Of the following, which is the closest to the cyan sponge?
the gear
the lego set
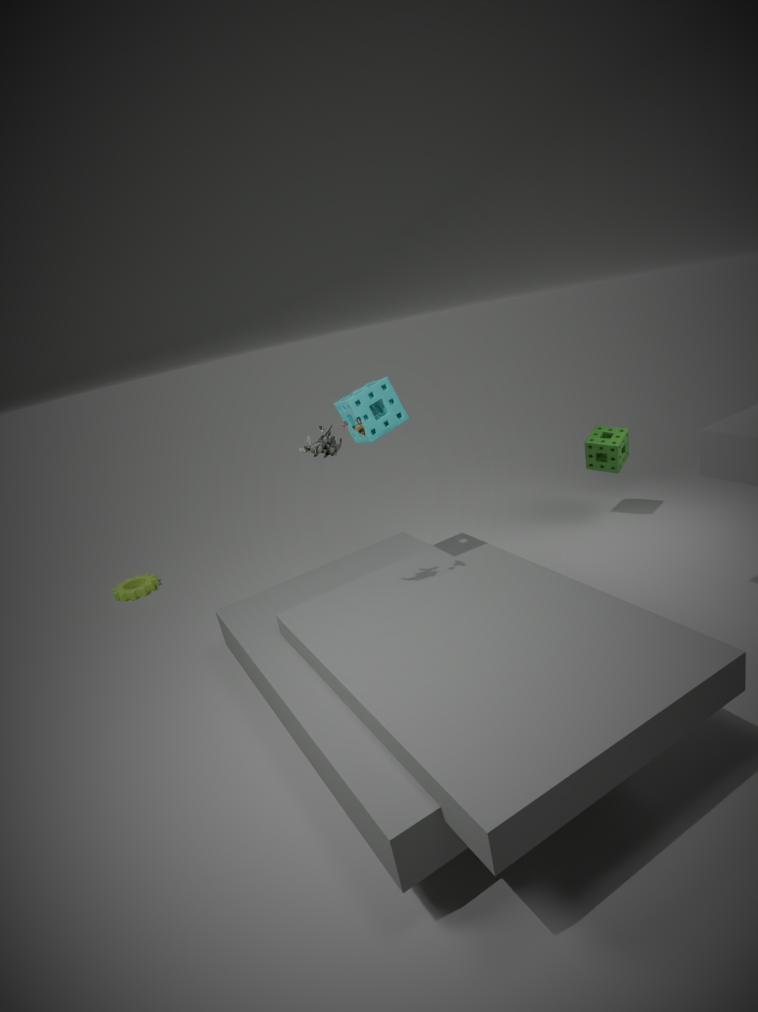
the lego set
